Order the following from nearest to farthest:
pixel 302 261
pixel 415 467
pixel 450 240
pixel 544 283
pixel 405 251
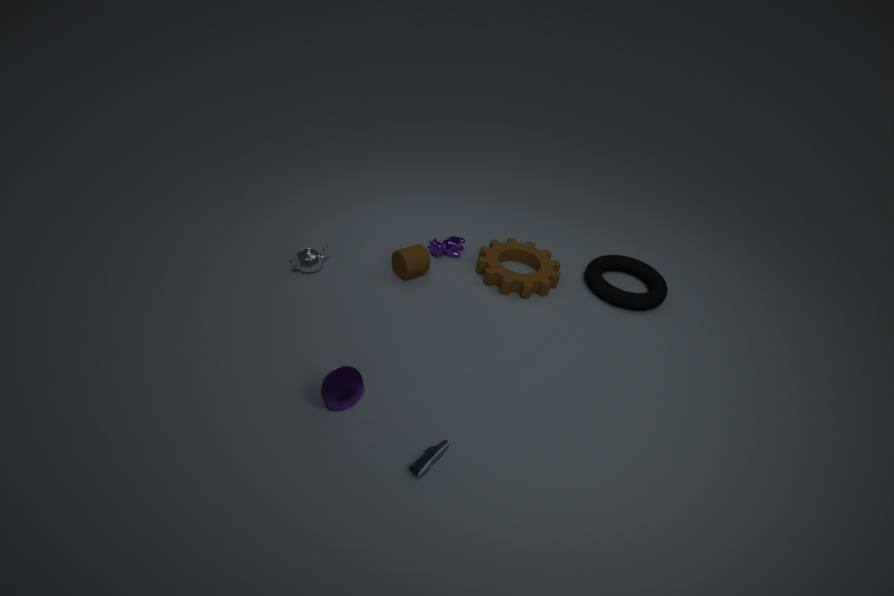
pixel 415 467 → pixel 302 261 → pixel 405 251 → pixel 544 283 → pixel 450 240
